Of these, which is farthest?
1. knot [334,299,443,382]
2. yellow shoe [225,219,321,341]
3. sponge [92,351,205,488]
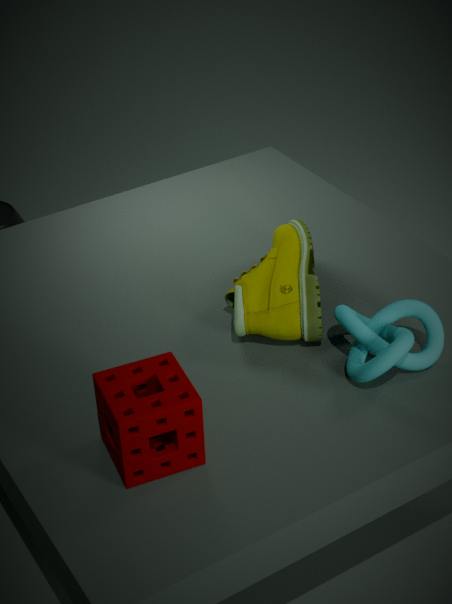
yellow shoe [225,219,321,341]
